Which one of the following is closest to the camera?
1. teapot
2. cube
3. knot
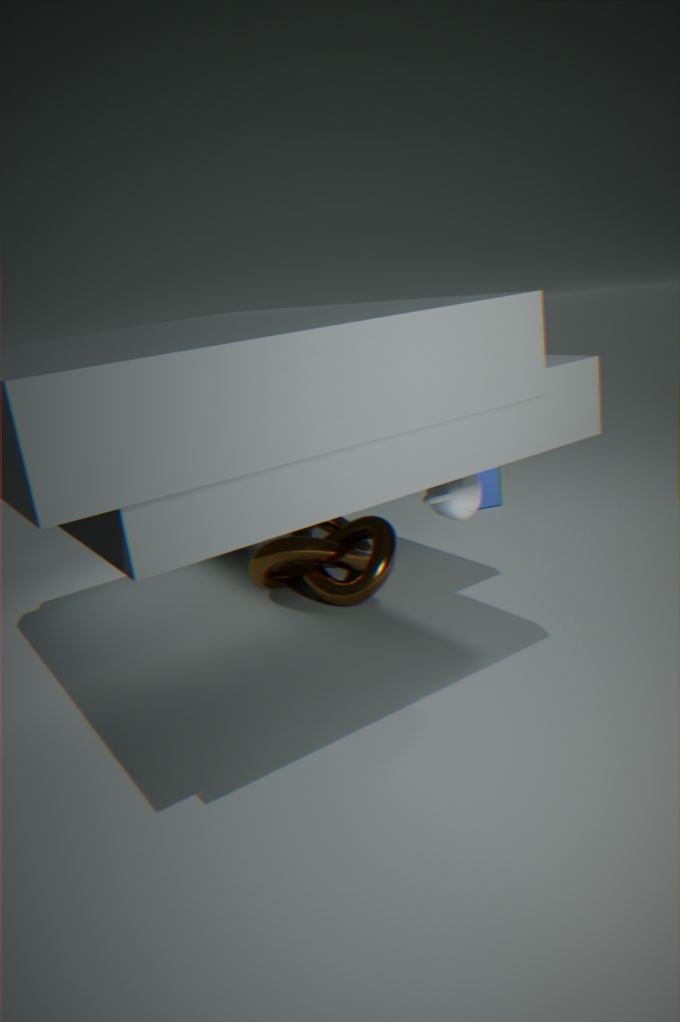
teapot
